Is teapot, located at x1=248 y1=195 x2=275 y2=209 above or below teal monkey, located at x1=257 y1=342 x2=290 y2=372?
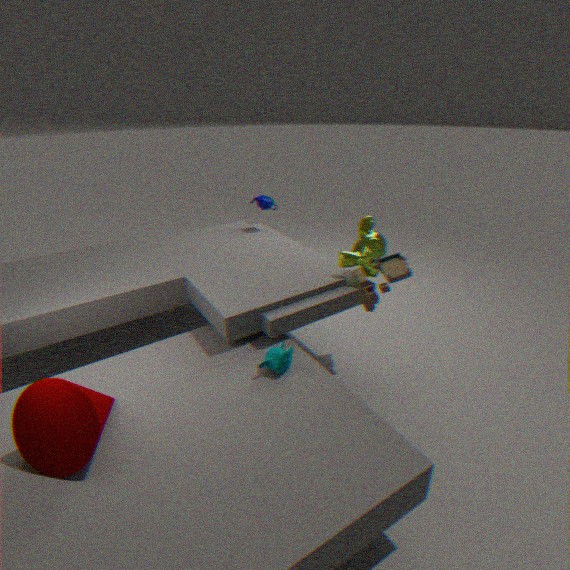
above
